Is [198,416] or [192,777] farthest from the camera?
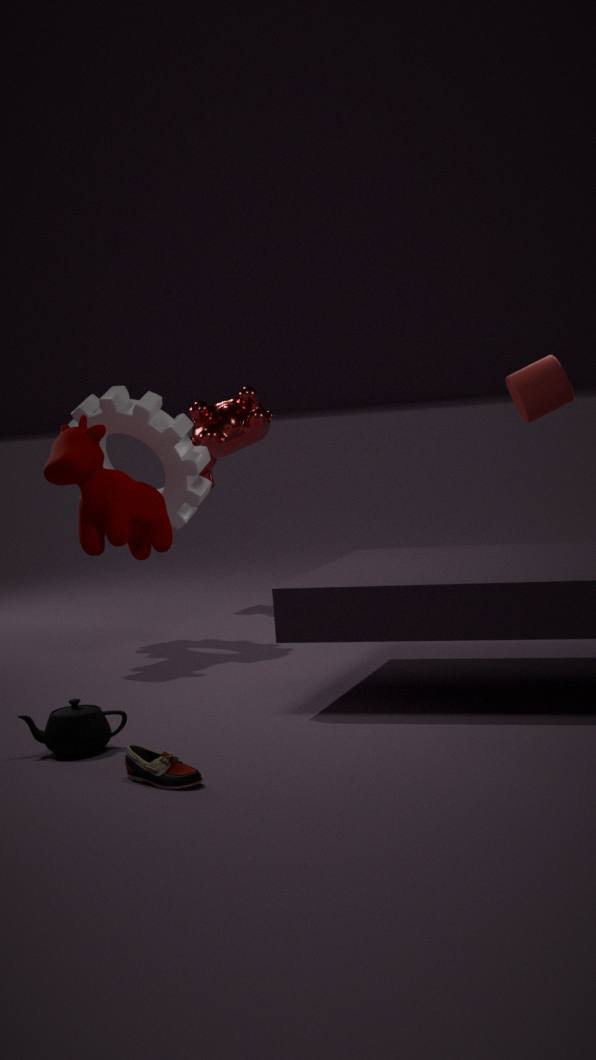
[198,416]
